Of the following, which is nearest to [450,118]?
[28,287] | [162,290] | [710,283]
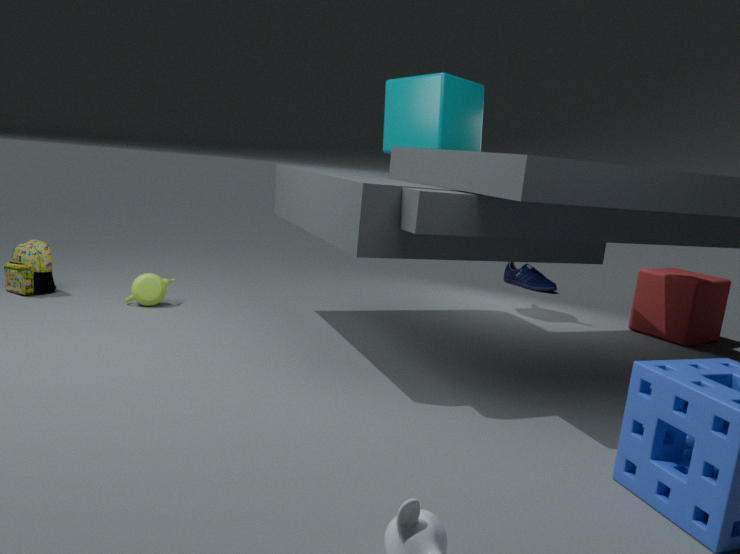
[162,290]
